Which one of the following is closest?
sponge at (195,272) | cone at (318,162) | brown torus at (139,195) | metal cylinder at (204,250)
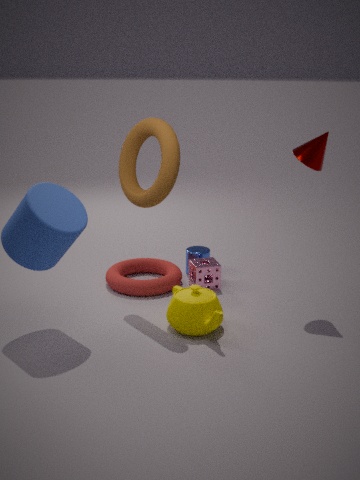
brown torus at (139,195)
